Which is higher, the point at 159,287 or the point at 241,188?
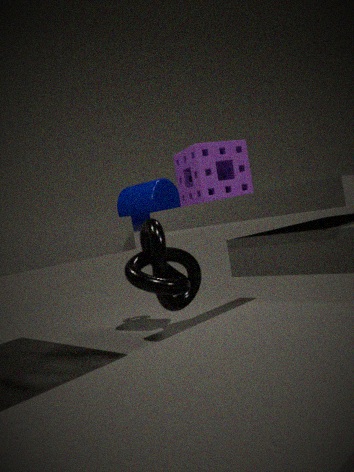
the point at 241,188
